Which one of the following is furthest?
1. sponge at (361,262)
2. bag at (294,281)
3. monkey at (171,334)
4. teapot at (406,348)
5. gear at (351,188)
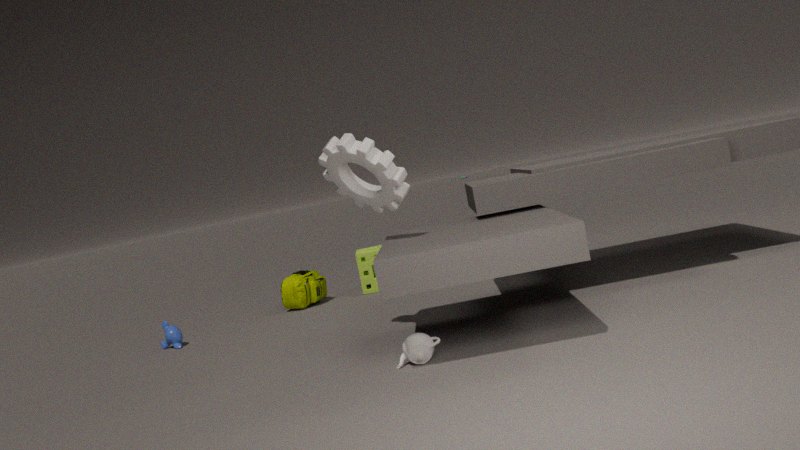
sponge at (361,262)
